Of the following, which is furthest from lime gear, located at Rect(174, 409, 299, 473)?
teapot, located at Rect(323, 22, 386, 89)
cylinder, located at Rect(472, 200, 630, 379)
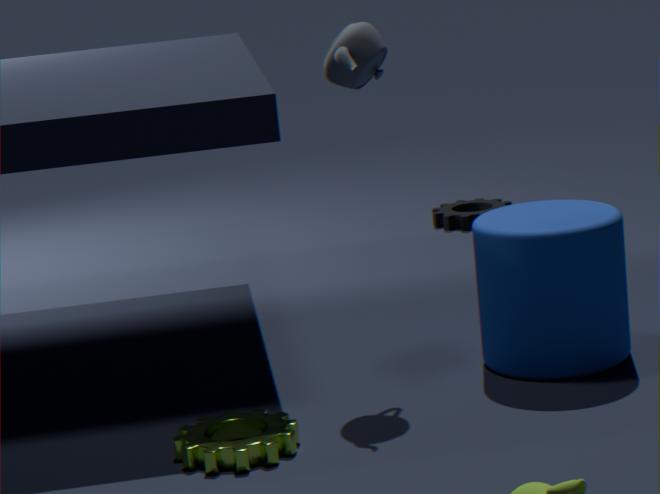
teapot, located at Rect(323, 22, 386, 89)
